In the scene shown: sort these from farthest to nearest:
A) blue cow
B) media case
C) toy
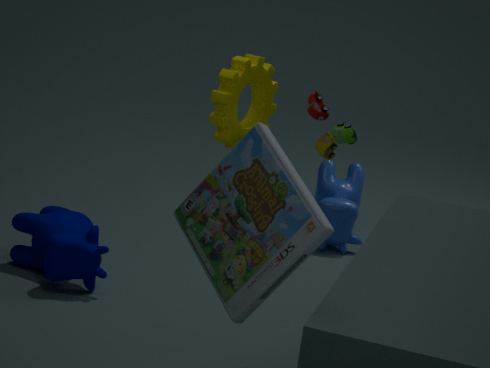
blue cow
toy
media case
